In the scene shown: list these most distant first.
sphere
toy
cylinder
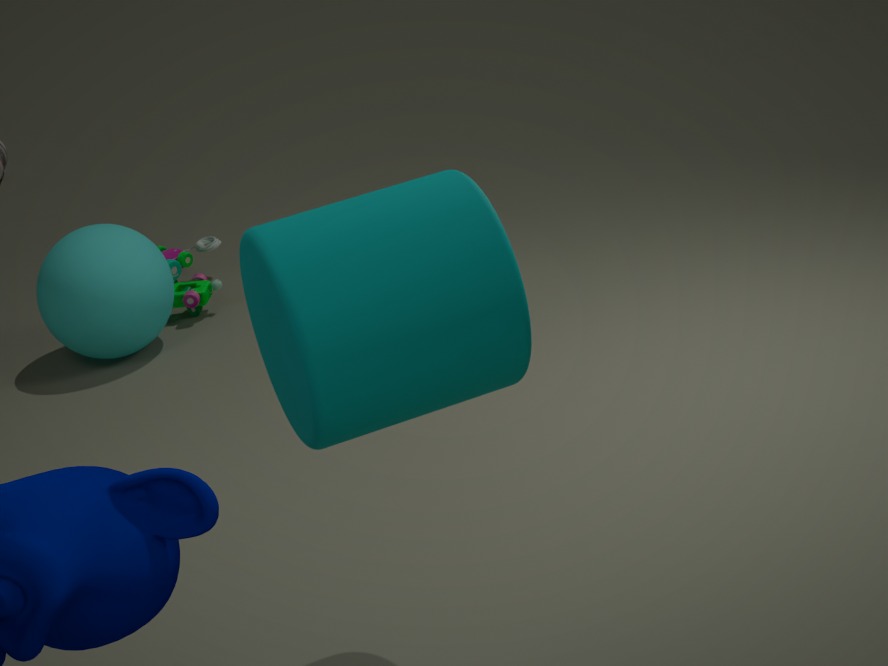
toy
sphere
cylinder
